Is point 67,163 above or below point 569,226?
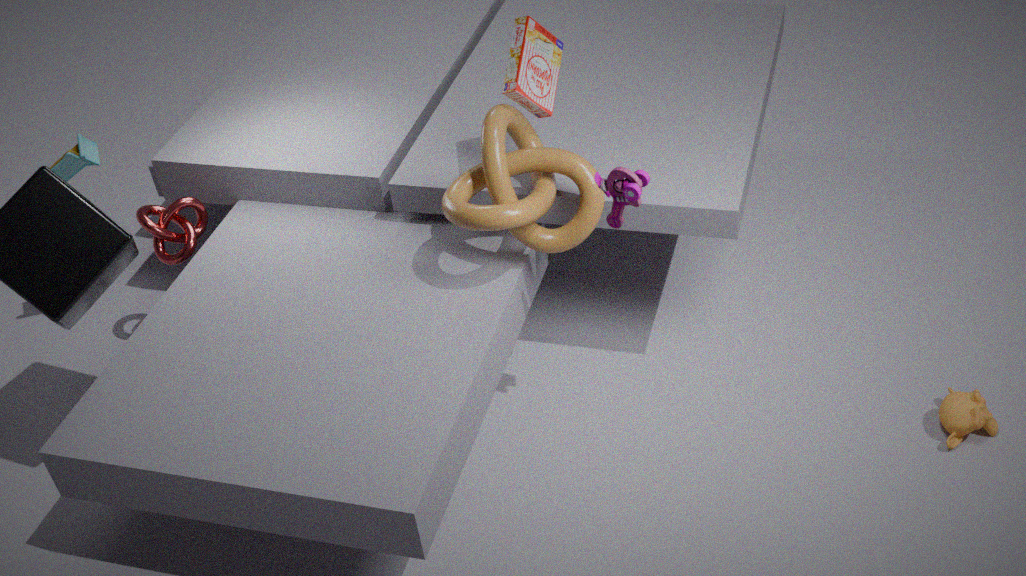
below
